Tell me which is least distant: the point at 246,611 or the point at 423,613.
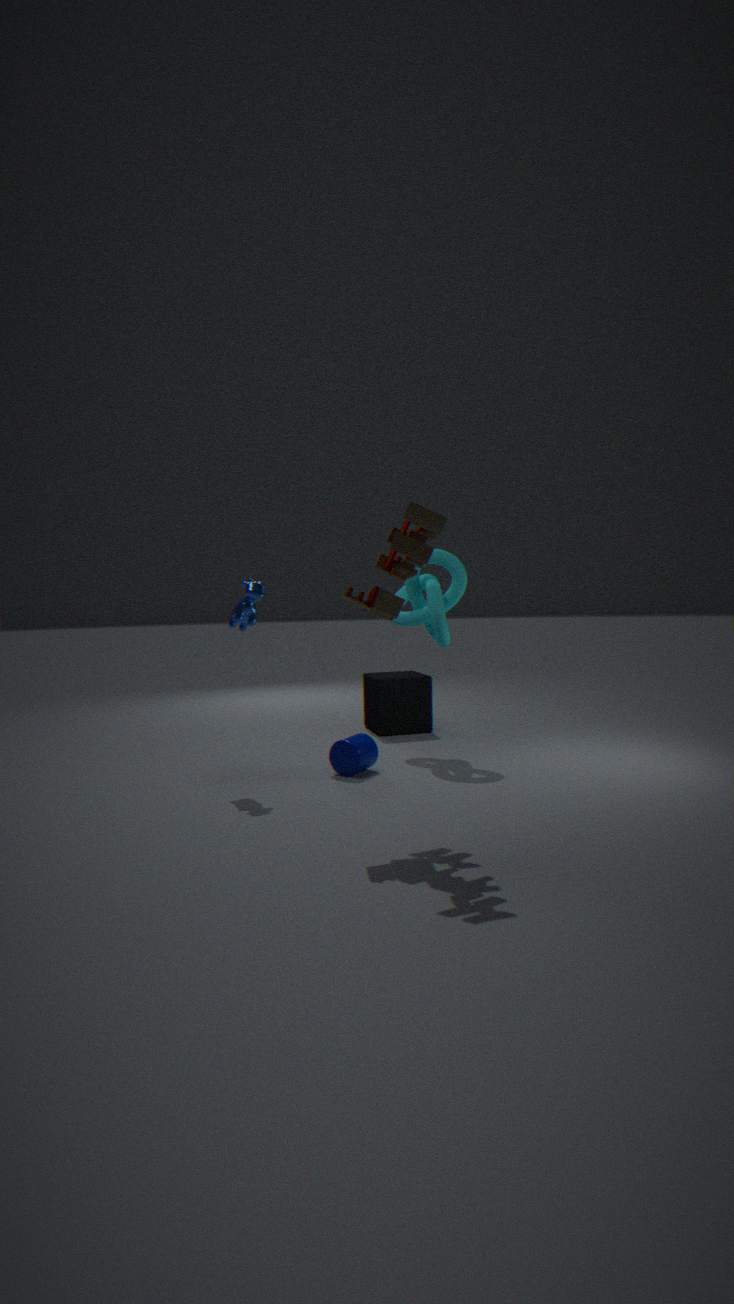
the point at 246,611
